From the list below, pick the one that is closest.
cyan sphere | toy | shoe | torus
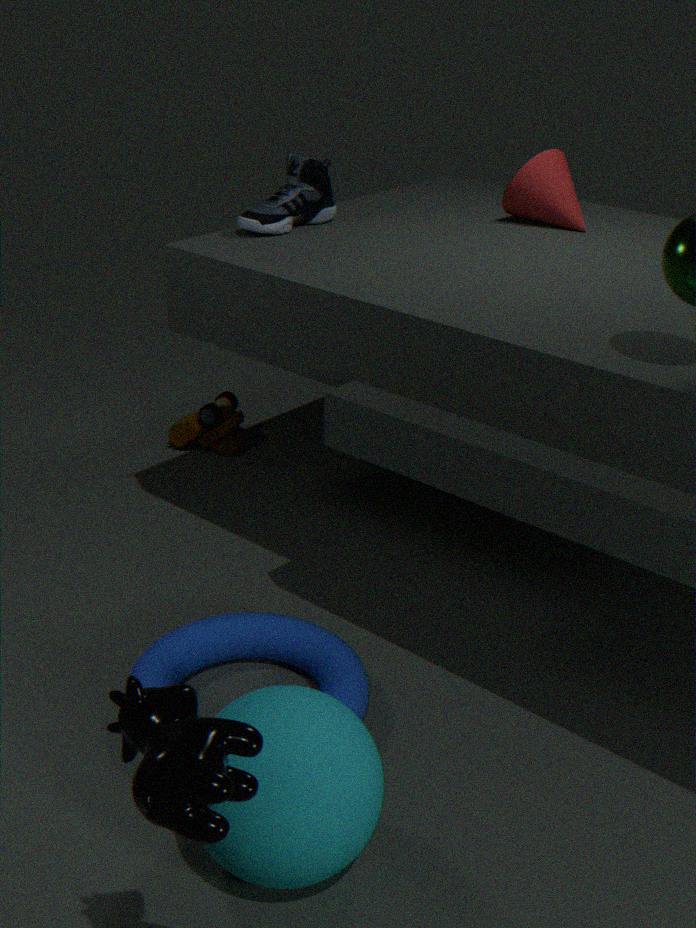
cyan sphere
